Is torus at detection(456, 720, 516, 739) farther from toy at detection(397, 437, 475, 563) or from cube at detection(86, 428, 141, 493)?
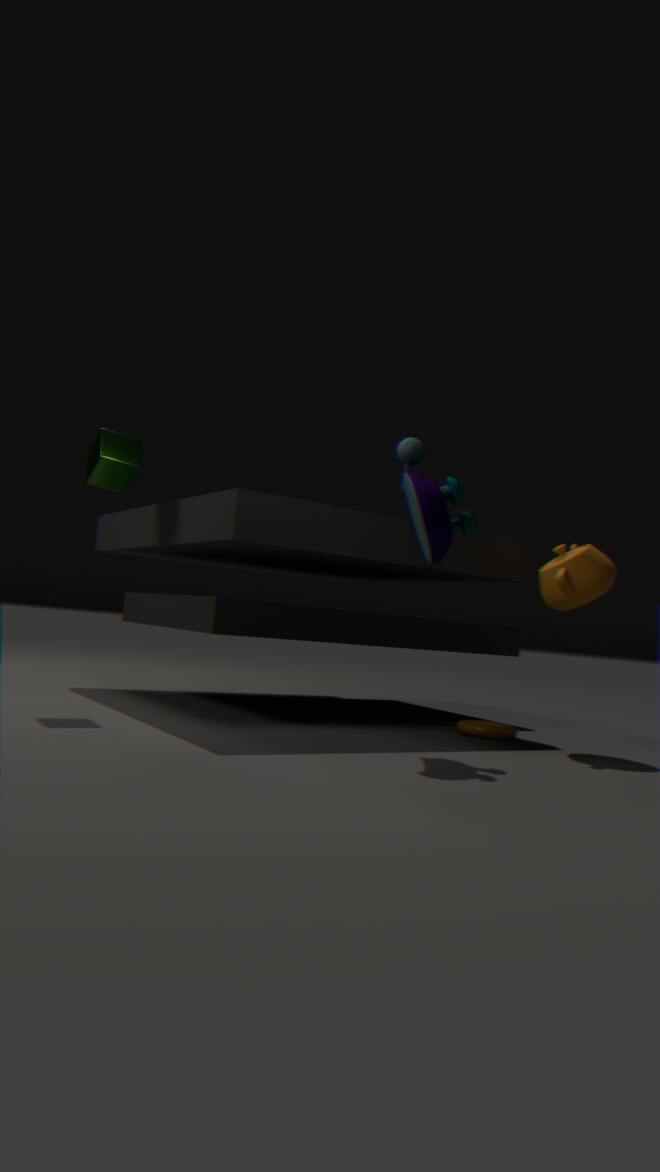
cube at detection(86, 428, 141, 493)
